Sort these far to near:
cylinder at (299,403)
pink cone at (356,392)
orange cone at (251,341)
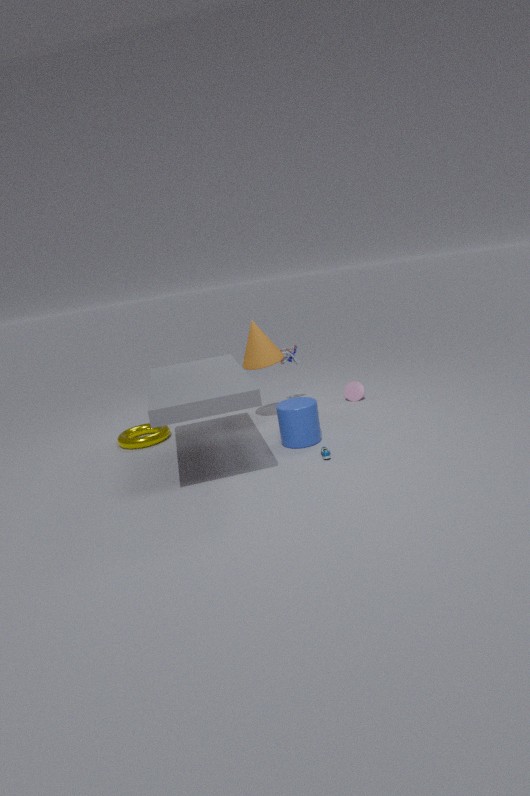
pink cone at (356,392) < orange cone at (251,341) < cylinder at (299,403)
